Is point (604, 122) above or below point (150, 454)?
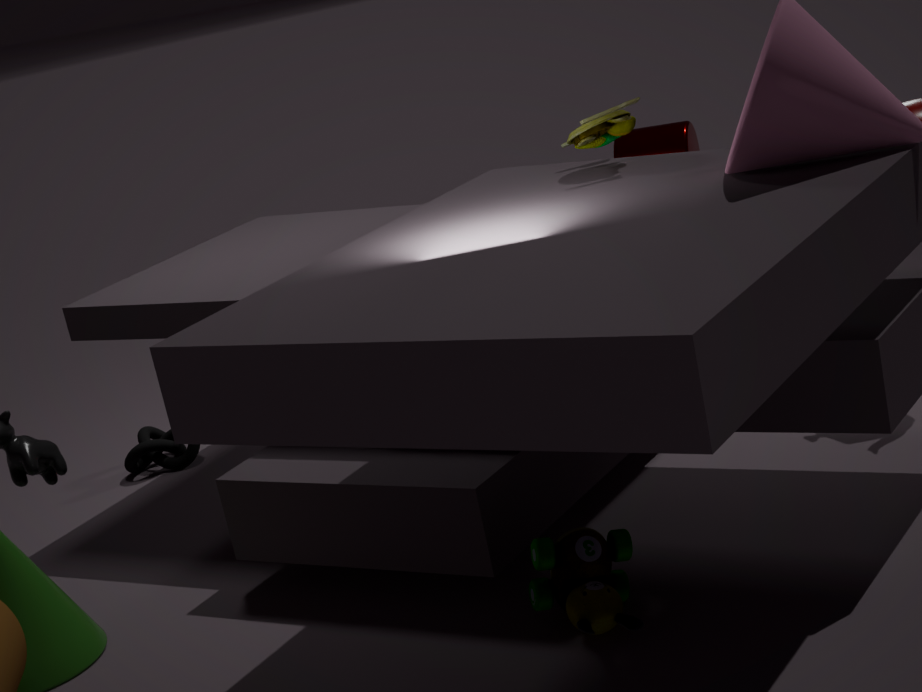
above
